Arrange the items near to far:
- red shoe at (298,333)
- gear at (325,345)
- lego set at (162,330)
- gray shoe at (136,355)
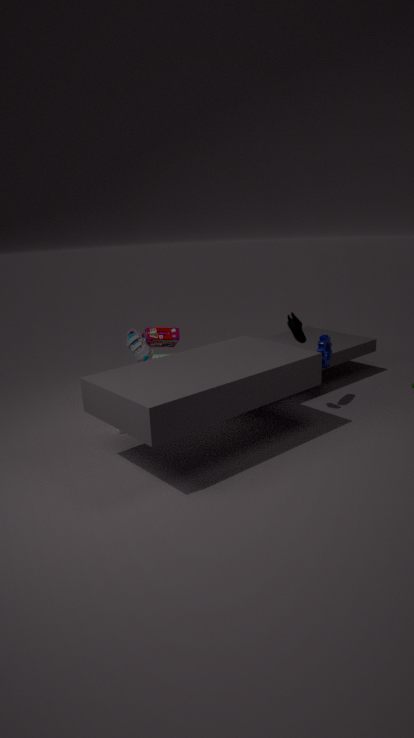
red shoe at (298,333), gray shoe at (136,355), gear at (325,345), lego set at (162,330)
